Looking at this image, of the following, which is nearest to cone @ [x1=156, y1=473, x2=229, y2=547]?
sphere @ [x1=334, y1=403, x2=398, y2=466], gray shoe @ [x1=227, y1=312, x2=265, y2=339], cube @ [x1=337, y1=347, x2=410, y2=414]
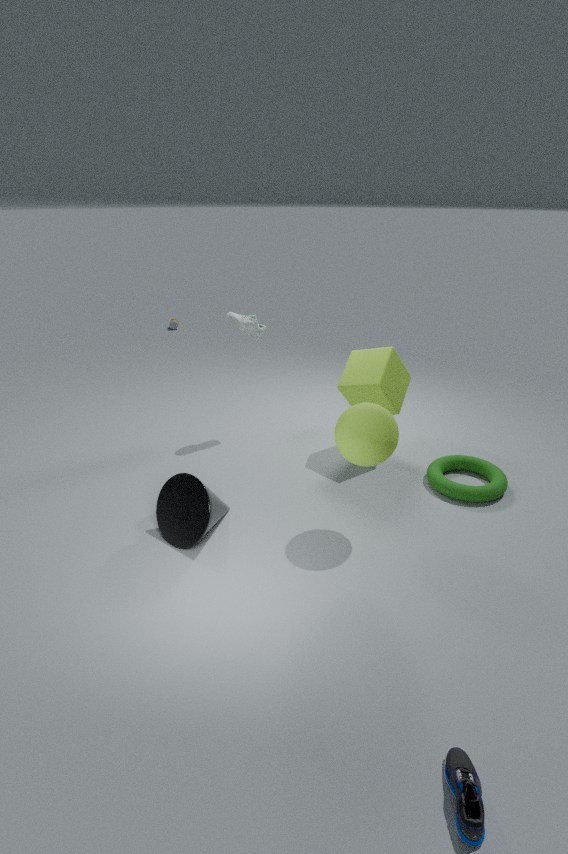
sphere @ [x1=334, y1=403, x2=398, y2=466]
